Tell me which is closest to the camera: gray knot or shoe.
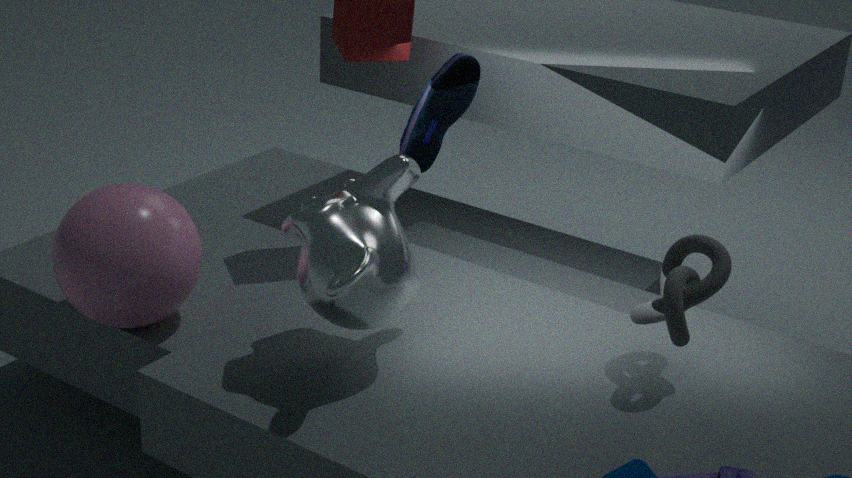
gray knot
